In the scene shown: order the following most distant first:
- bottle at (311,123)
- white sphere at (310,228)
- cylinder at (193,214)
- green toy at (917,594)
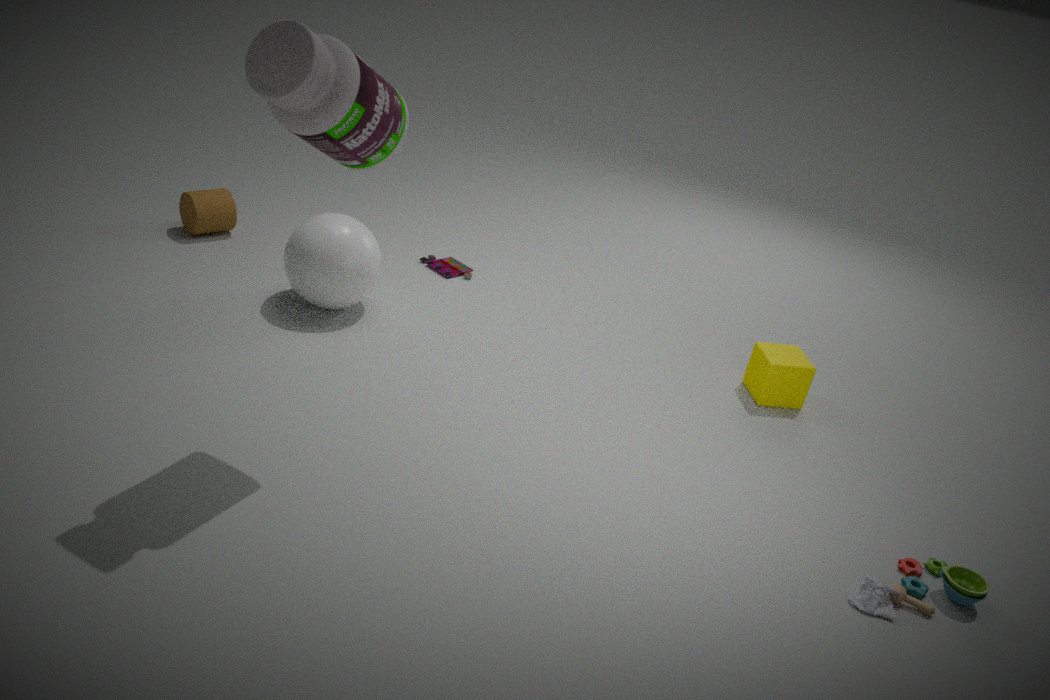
cylinder at (193,214) < white sphere at (310,228) < green toy at (917,594) < bottle at (311,123)
